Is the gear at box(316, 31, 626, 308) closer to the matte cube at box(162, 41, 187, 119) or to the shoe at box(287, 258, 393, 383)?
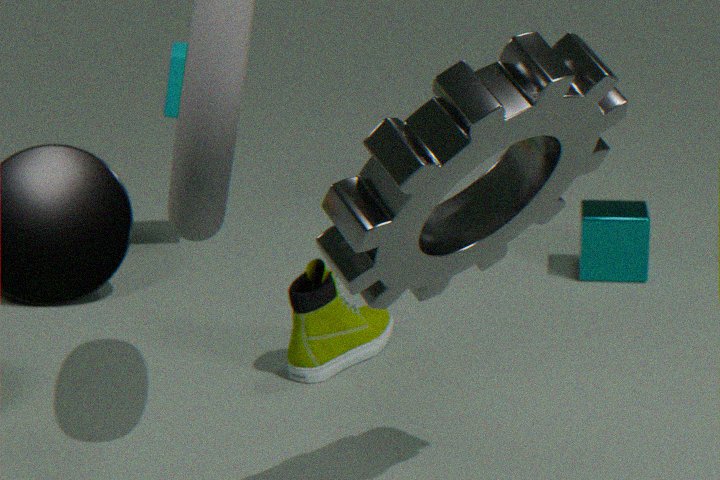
the shoe at box(287, 258, 393, 383)
